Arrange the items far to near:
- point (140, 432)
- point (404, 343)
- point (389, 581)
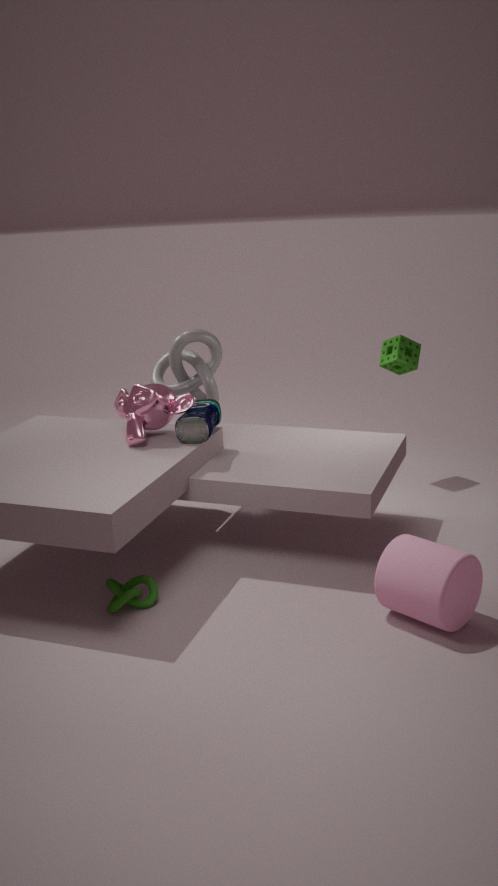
1. point (404, 343)
2. point (140, 432)
3. point (389, 581)
